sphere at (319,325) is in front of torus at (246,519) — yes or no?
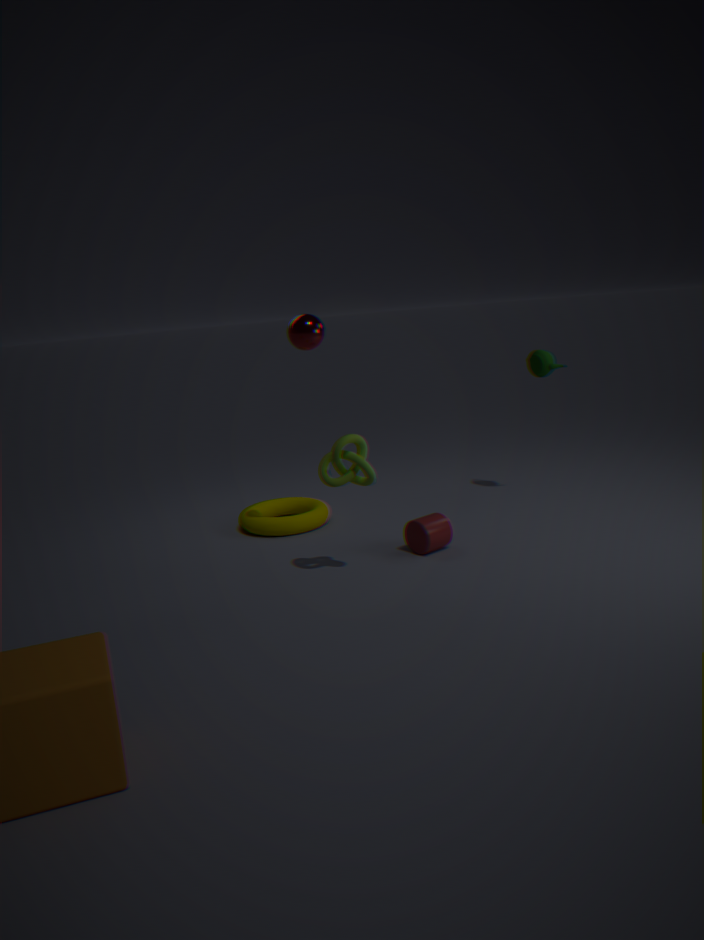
Yes
